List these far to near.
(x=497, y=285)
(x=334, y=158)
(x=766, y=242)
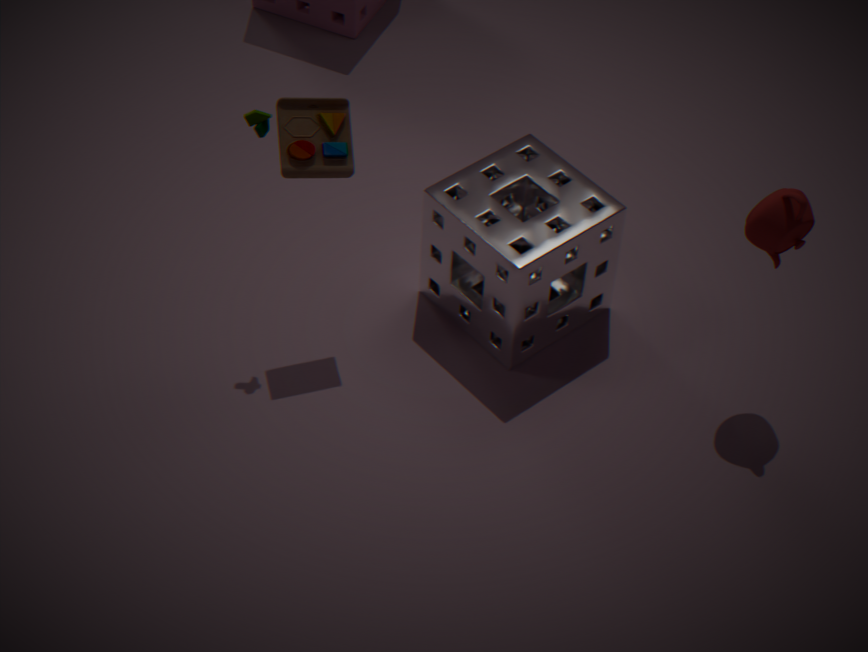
(x=497, y=285) < (x=334, y=158) < (x=766, y=242)
